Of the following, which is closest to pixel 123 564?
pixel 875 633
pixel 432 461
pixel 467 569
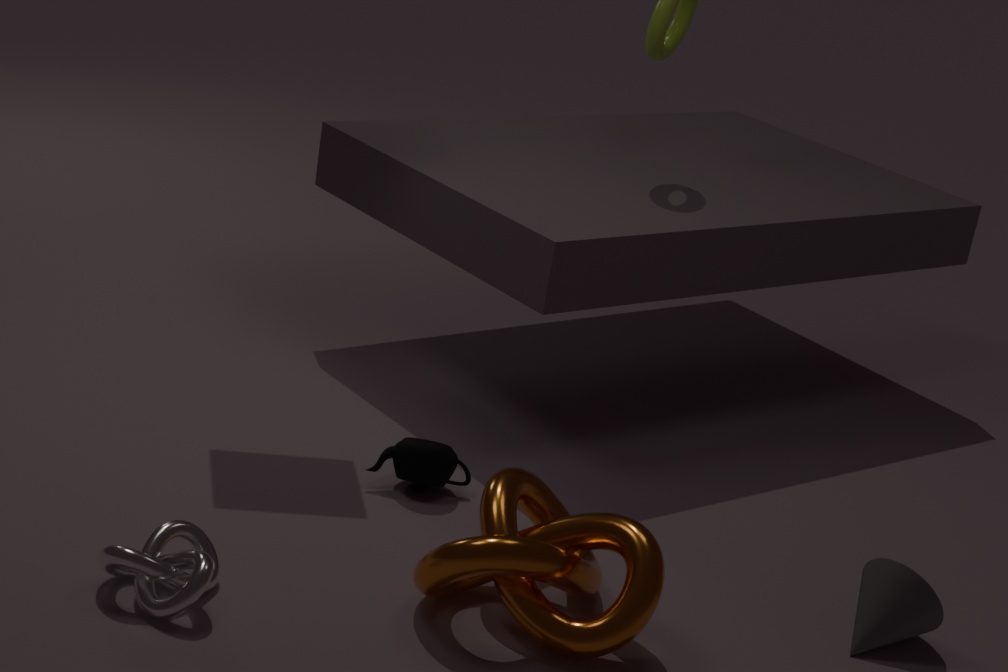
pixel 467 569
